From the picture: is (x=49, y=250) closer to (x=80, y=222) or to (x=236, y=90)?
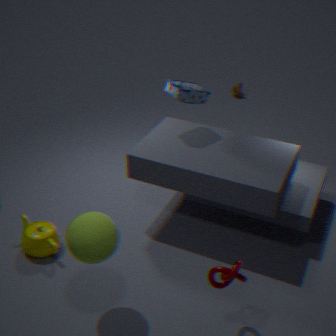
(x=80, y=222)
